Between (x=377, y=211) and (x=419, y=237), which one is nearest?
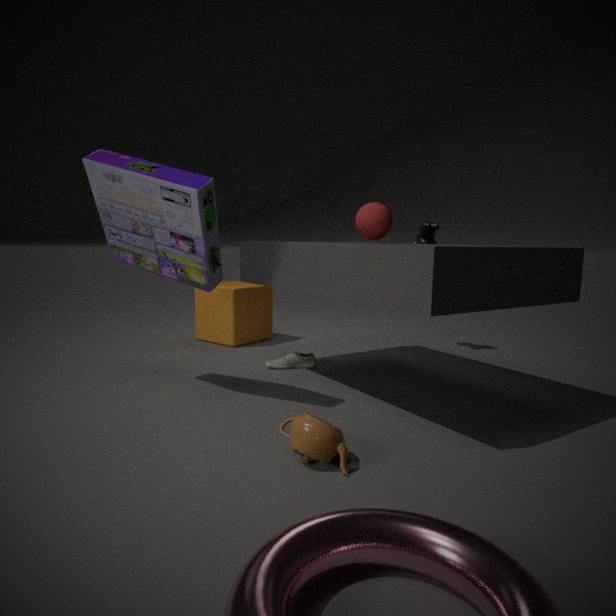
(x=377, y=211)
